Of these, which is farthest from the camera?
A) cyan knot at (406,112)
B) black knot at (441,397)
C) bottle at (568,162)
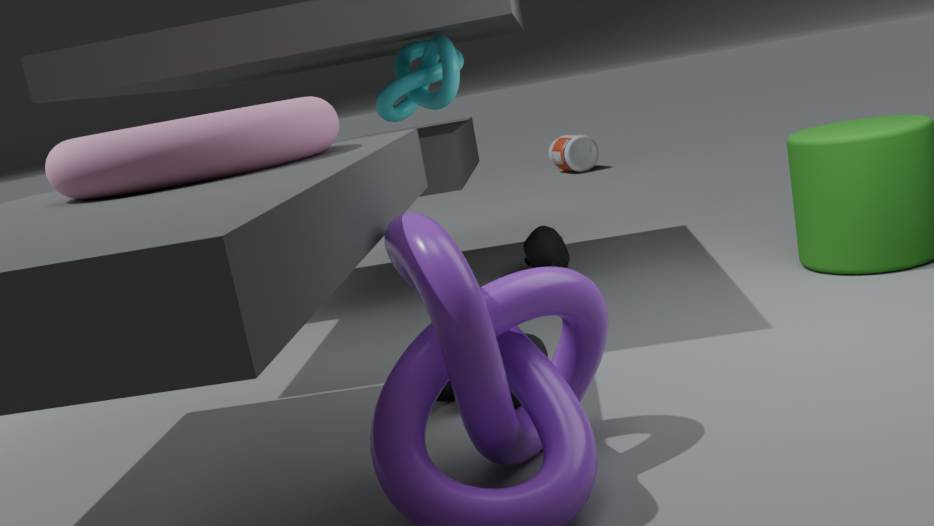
bottle at (568,162)
